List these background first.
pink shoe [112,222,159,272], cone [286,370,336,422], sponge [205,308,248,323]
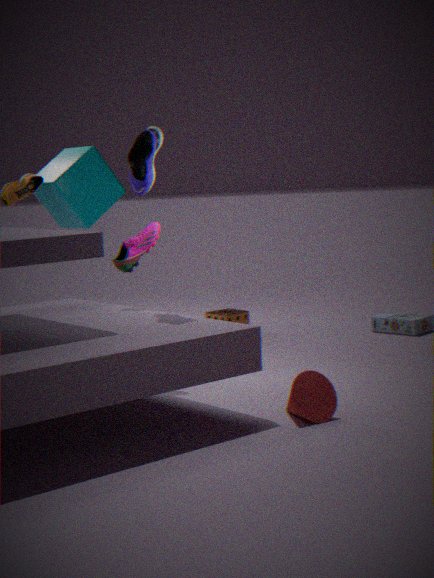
1. sponge [205,308,248,323]
2. pink shoe [112,222,159,272]
3. cone [286,370,336,422]
